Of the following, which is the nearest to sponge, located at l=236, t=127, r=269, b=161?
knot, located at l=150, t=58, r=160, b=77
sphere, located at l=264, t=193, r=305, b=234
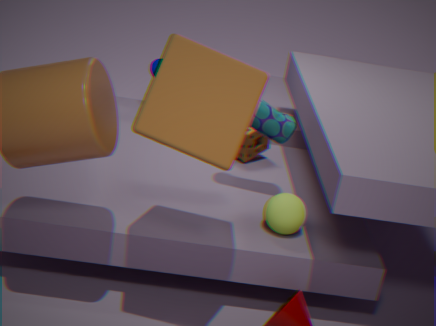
knot, located at l=150, t=58, r=160, b=77
